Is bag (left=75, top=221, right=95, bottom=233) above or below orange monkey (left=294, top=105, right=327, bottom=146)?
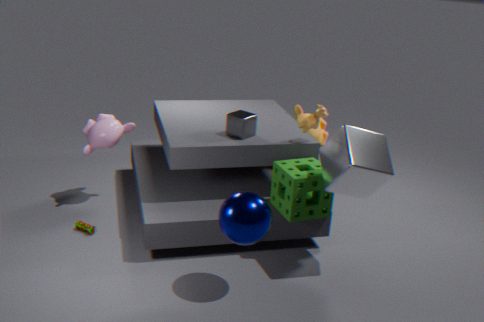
below
